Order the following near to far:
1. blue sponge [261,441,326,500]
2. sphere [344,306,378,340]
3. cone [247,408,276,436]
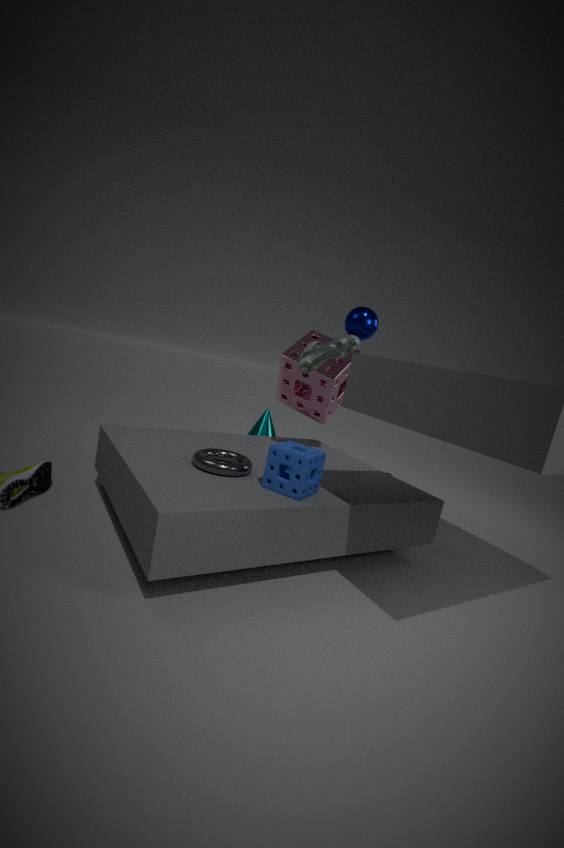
blue sponge [261,441,326,500]
sphere [344,306,378,340]
cone [247,408,276,436]
